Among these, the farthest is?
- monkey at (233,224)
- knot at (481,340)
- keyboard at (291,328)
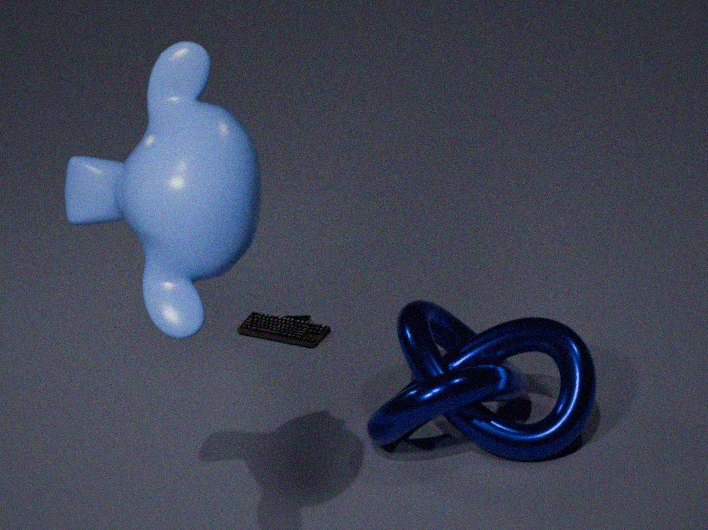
keyboard at (291,328)
